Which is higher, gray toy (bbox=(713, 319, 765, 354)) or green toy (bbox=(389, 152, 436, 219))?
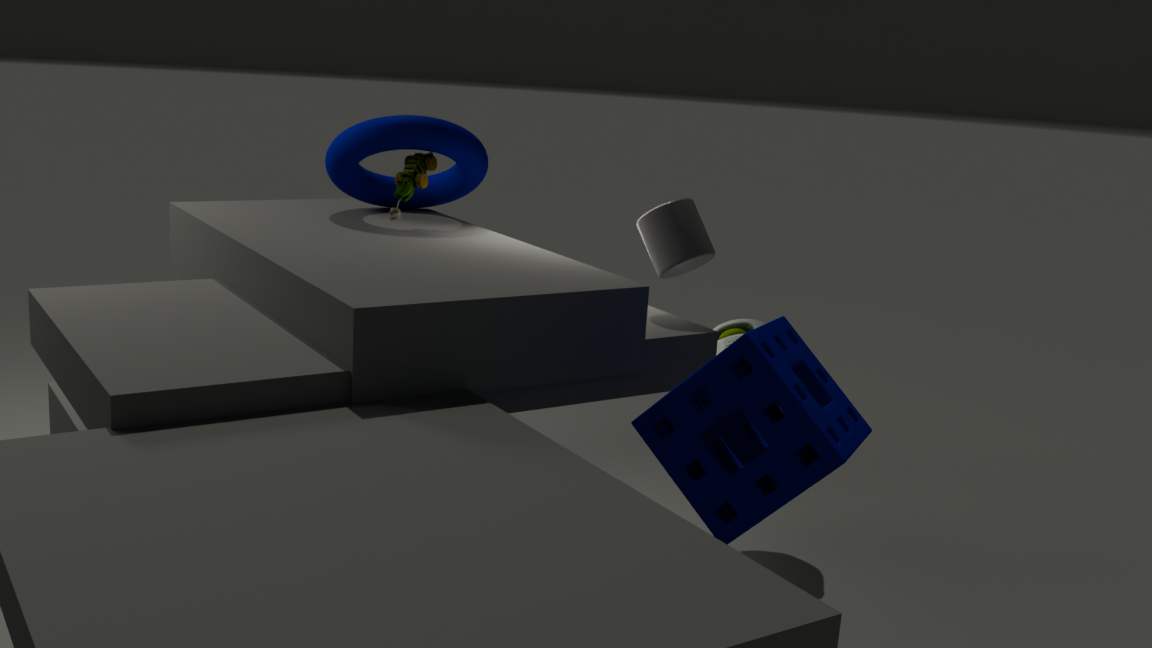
green toy (bbox=(389, 152, 436, 219))
